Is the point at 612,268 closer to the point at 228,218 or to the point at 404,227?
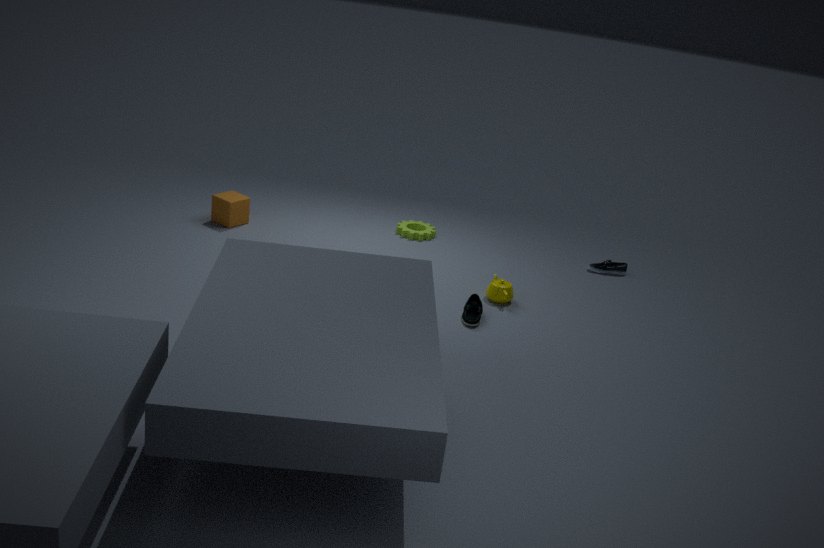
the point at 404,227
